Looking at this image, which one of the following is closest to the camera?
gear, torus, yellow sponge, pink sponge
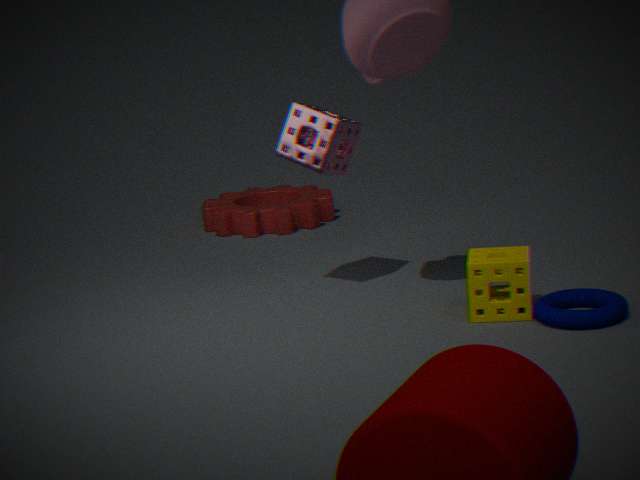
torus
